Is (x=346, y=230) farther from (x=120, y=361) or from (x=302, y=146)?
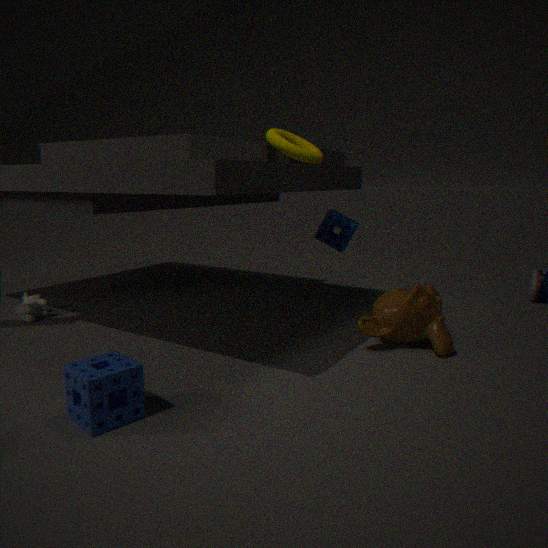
(x=120, y=361)
